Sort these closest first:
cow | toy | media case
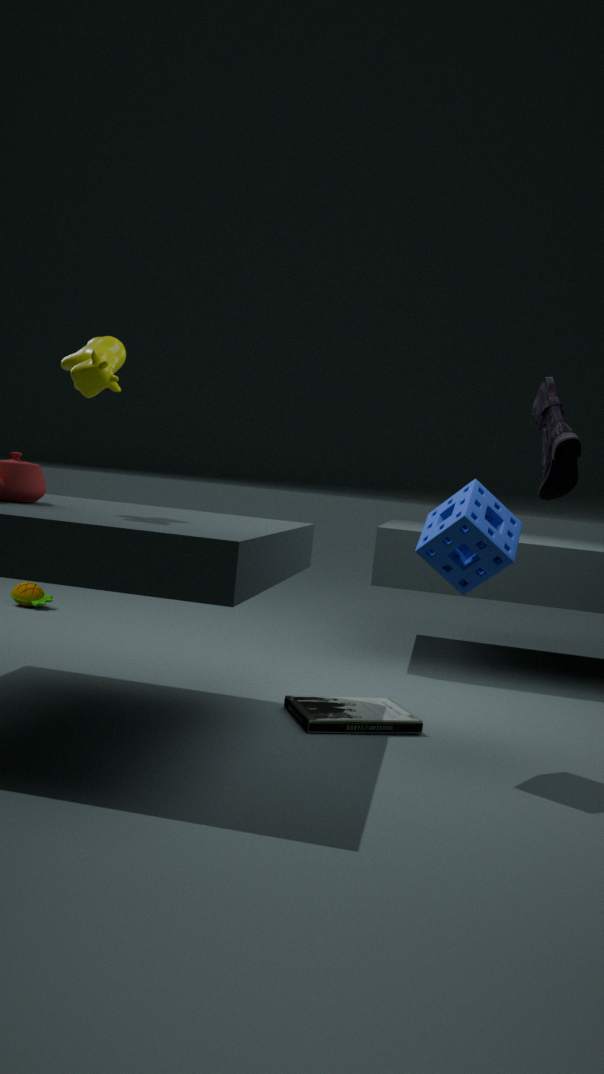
cow < media case < toy
